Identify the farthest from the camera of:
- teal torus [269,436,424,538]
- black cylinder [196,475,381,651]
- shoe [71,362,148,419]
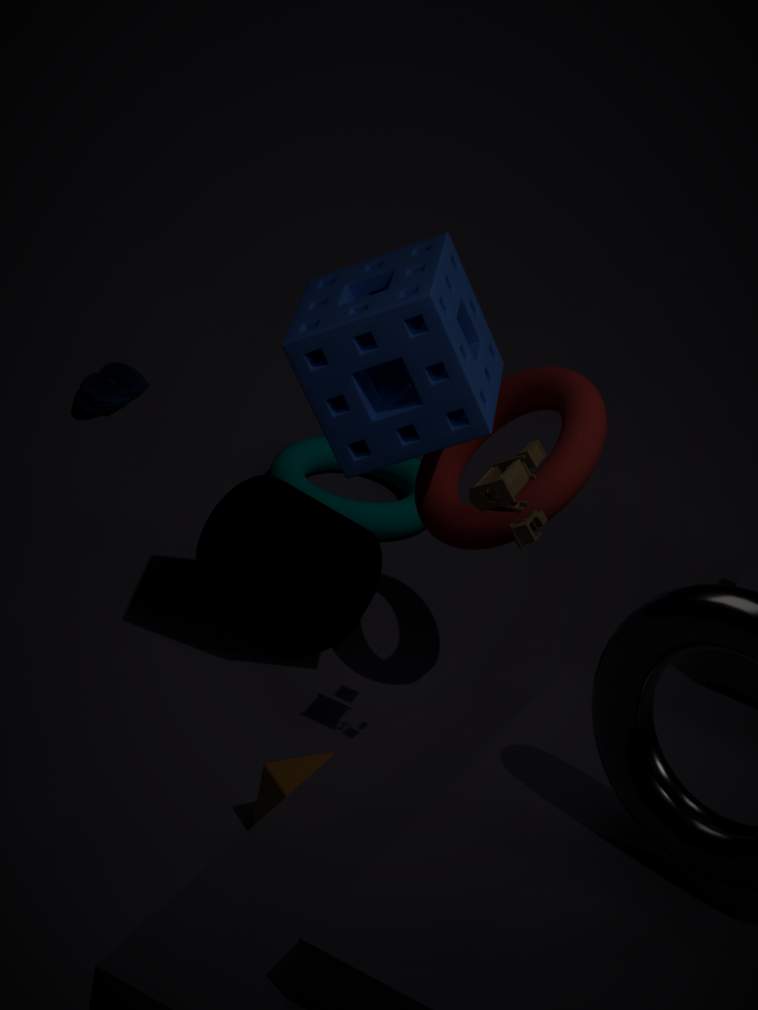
teal torus [269,436,424,538]
